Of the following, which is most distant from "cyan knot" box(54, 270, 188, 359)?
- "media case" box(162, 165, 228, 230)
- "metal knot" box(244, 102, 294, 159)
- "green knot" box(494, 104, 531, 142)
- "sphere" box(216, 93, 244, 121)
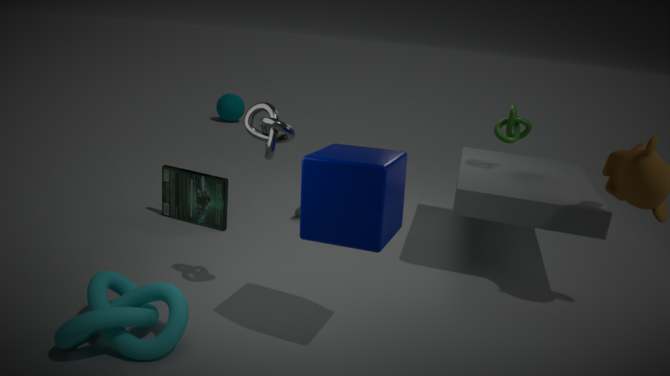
"sphere" box(216, 93, 244, 121)
